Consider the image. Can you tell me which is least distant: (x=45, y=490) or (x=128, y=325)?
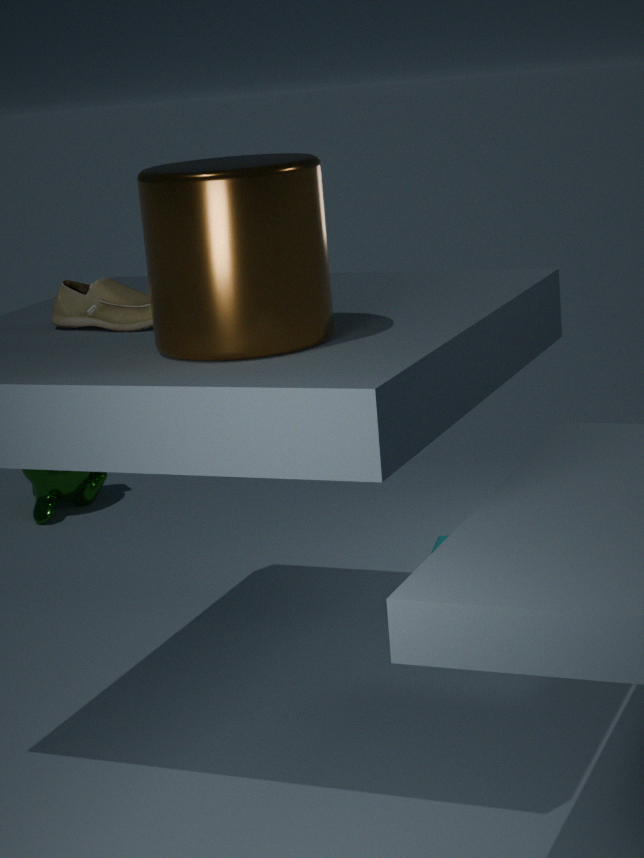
(x=128, y=325)
